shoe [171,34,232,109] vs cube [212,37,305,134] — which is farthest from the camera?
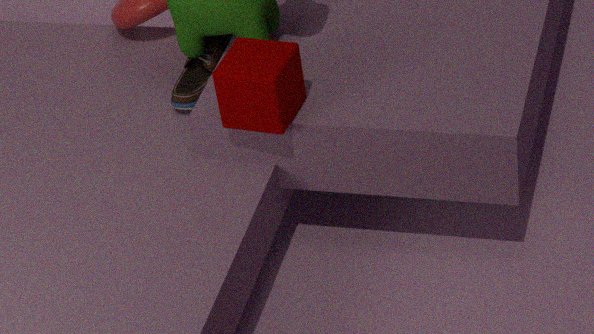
shoe [171,34,232,109]
